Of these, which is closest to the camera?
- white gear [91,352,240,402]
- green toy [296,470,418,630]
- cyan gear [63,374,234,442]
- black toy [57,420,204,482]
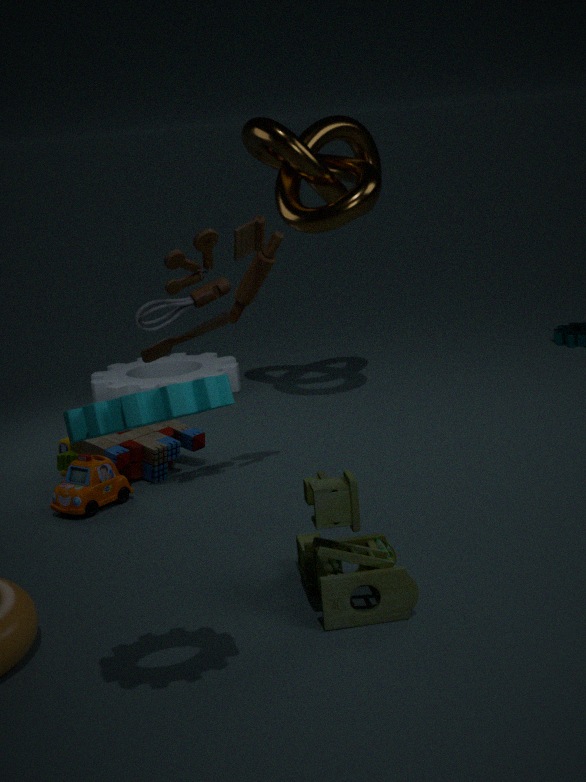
cyan gear [63,374,234,442]
